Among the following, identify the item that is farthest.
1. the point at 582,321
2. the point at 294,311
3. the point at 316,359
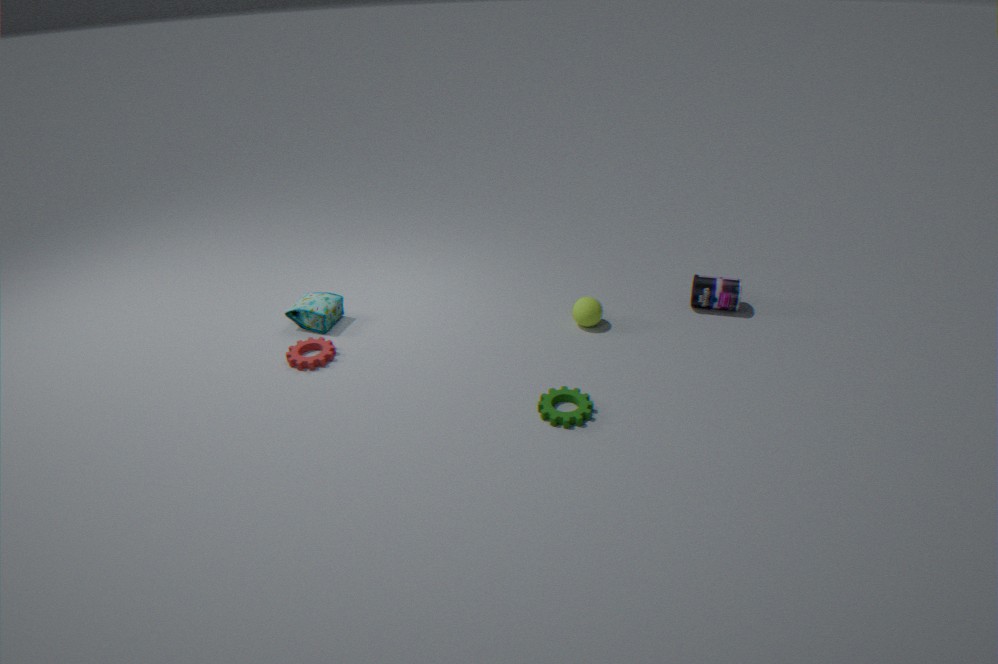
the point at 294,311
